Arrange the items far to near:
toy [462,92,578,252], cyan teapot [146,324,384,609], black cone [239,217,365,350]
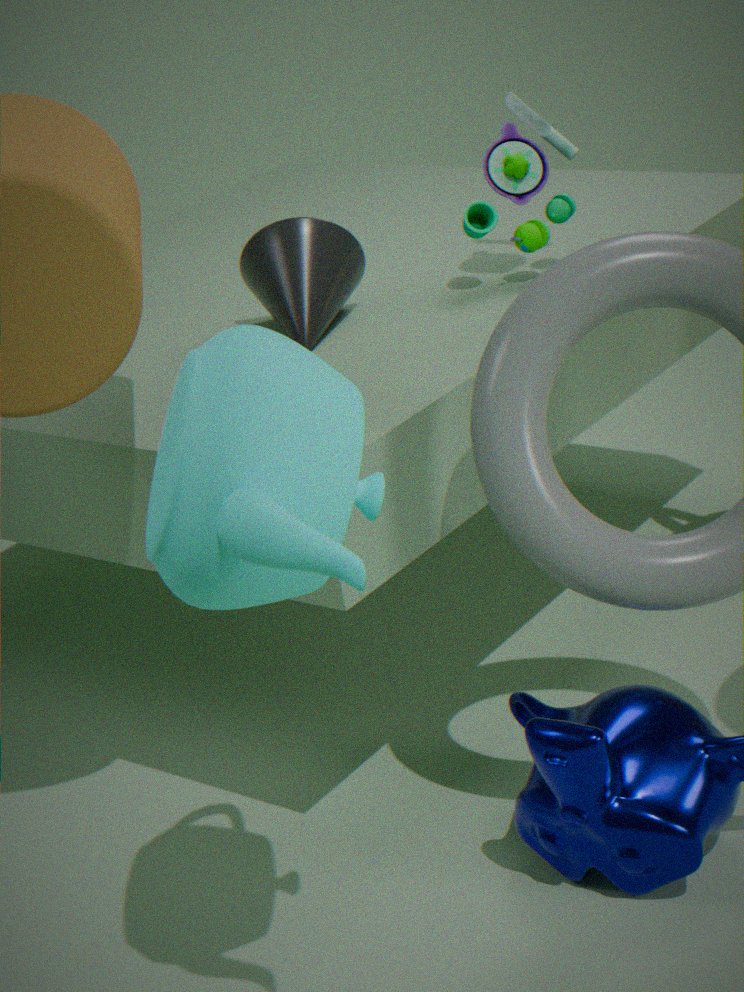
1. toy [462,92,578,252]
2. black cone [239,217,365,350]
3. cyan teapot [146,324,384,609]
